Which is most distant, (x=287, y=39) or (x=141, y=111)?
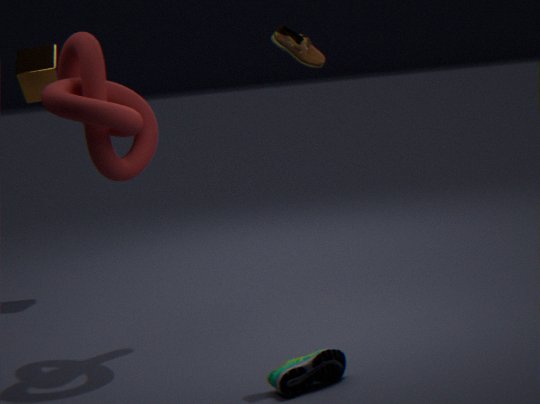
(x=141, y=111)
